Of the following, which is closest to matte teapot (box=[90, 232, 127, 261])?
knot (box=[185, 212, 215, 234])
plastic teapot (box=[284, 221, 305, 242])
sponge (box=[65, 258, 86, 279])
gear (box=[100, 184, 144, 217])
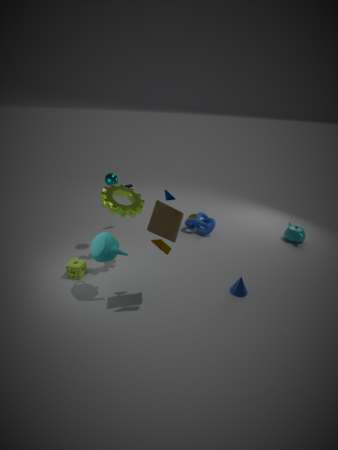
gear (box=[100, 184, 144, 217])
